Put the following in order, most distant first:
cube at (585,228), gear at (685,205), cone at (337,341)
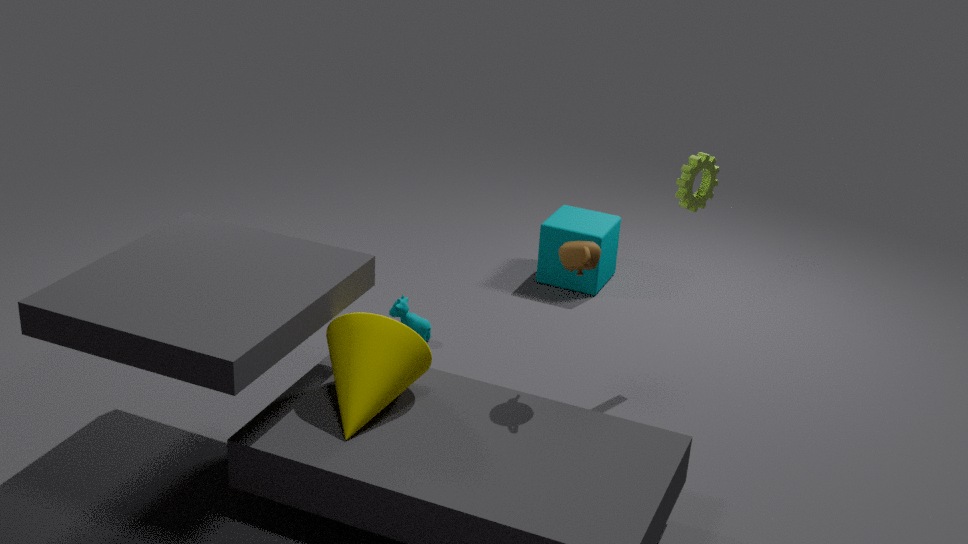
1. cube at (585,228)
2. gear at (685,205)
3. cone at (337,341)
